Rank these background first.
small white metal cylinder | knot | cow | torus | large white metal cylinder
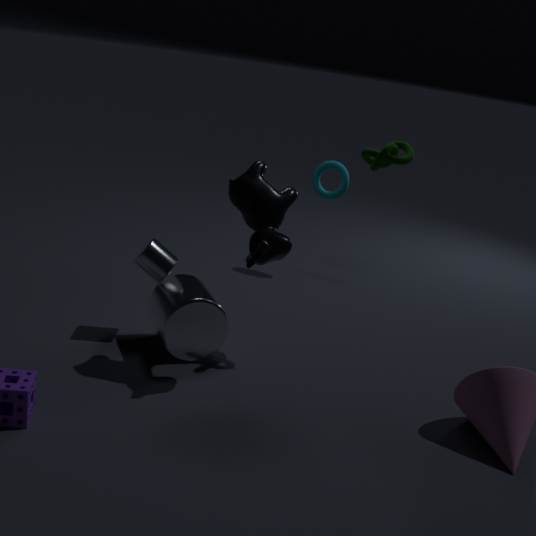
torus
small white metal cylinder
large white metal cylinder
knot
cow
